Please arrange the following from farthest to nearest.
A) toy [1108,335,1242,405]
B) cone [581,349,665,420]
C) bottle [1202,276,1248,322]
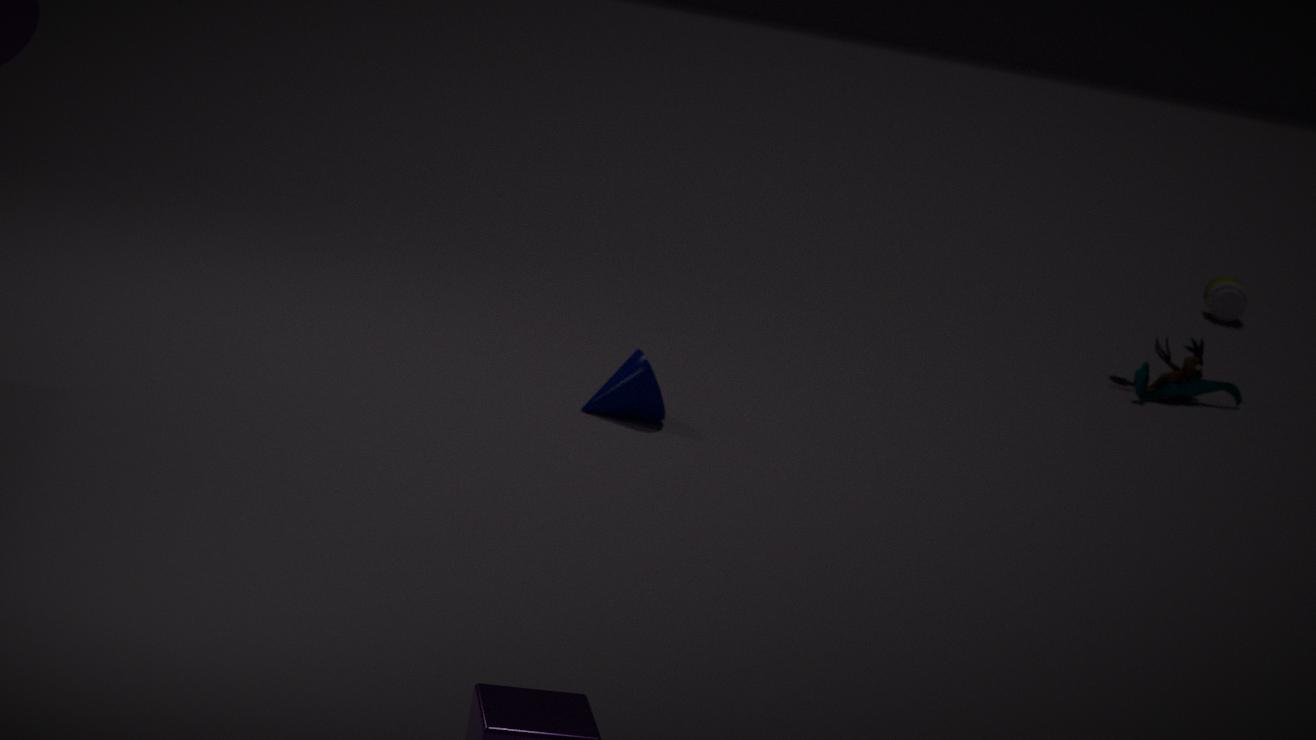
bottle [1202,276,1248,322]
toy [1108,335,1242,405]
cone [581,349,665,420]
